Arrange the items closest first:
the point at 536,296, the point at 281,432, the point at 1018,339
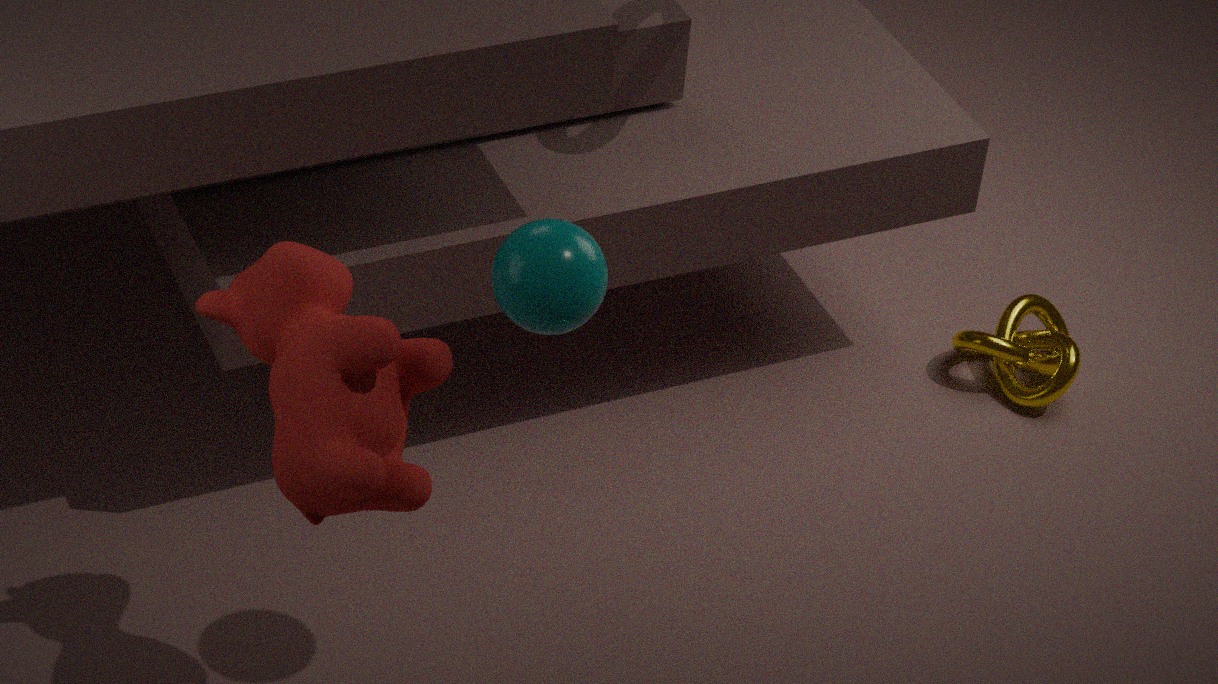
the point at 536,296, the point at 281,432, the point at 1018,339
